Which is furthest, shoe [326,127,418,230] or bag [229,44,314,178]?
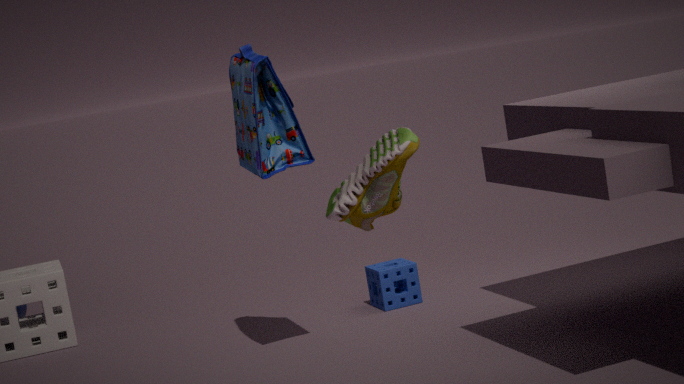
bag [229,44,314,178]
